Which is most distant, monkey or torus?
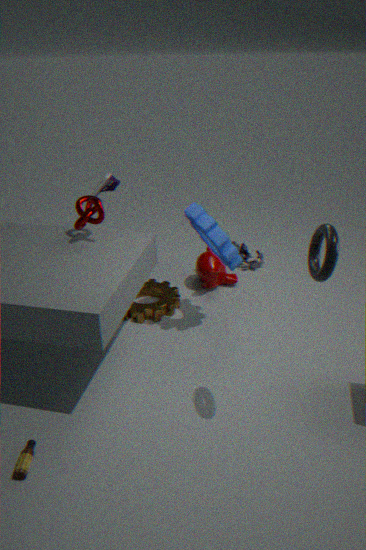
monkey
